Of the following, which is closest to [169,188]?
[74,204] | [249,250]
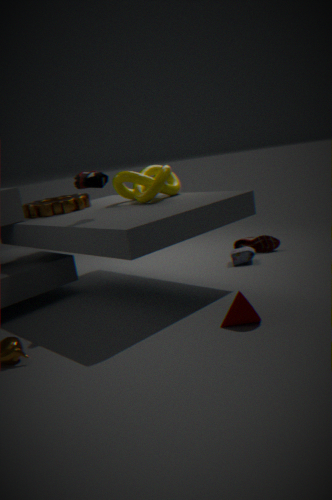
[74,204]
